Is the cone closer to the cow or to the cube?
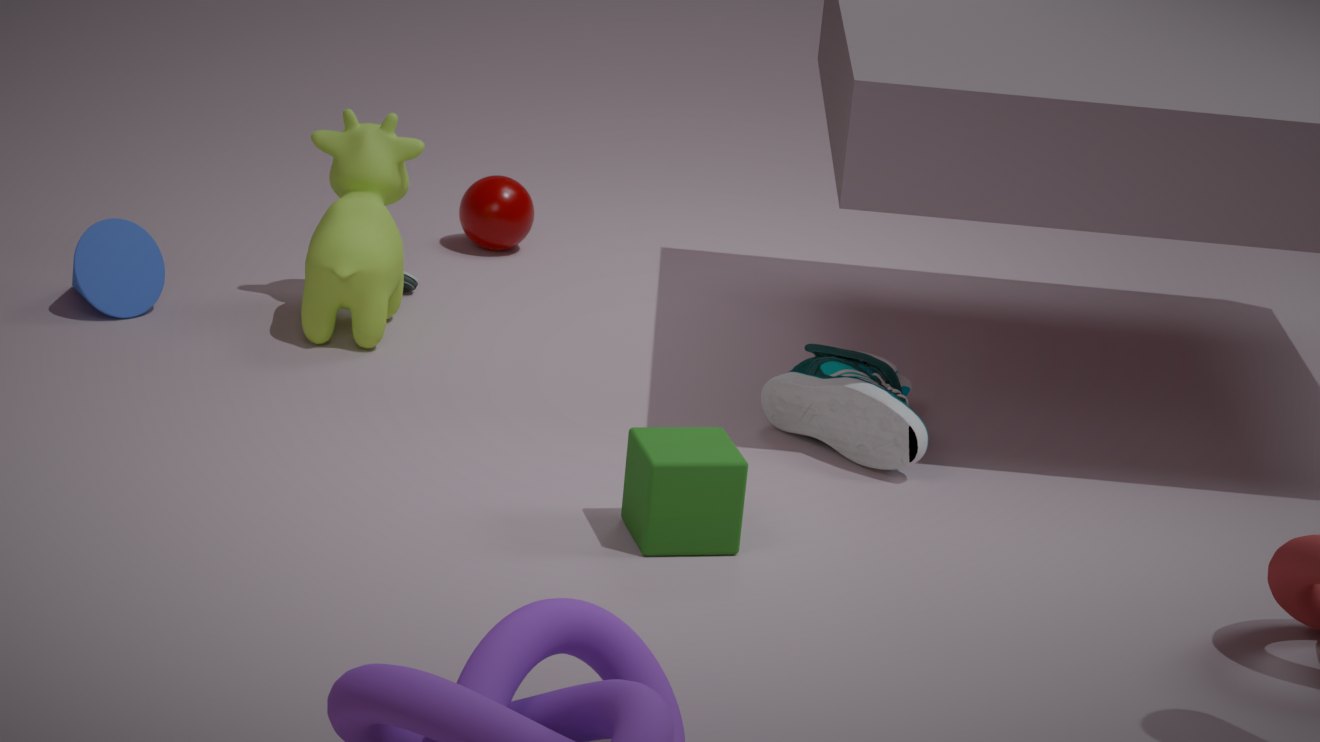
the cow
